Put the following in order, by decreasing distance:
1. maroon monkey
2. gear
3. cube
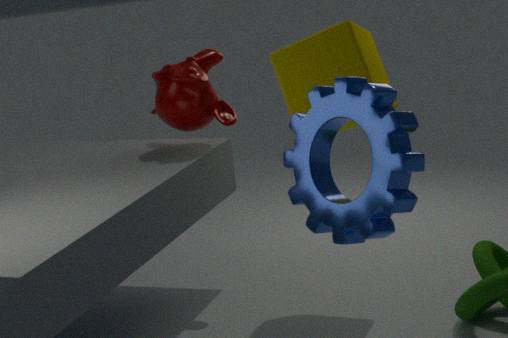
maroon monkey, cube, gear
